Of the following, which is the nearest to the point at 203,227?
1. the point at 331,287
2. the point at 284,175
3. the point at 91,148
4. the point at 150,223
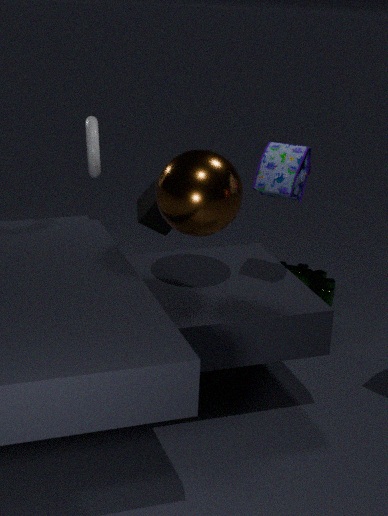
the point at 284,175
